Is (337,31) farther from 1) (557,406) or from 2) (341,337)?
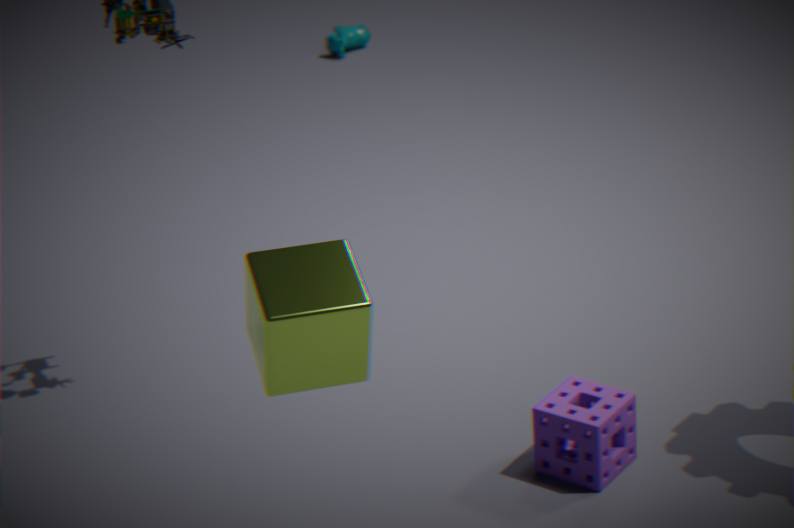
2) (341,337)
